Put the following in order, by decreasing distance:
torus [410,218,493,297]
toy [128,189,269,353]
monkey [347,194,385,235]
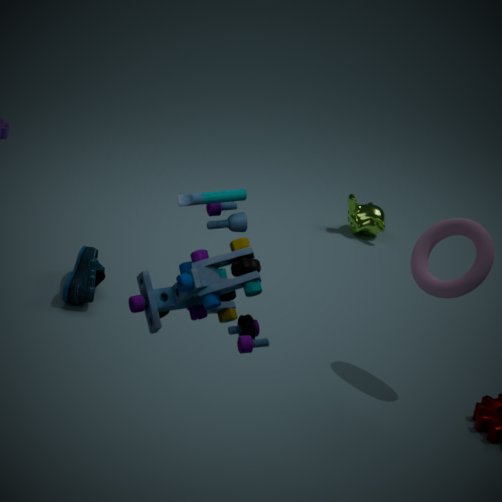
1. monkey [347,194,385,235]
2. torus [410,218,493,297]
3. toy [128,189,269,353]
